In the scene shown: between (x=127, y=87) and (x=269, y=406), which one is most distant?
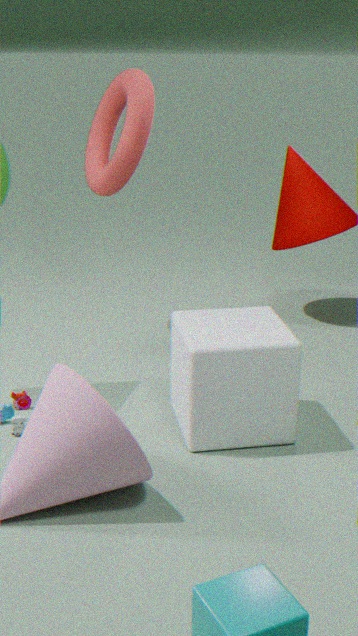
(x=127, y=87)
